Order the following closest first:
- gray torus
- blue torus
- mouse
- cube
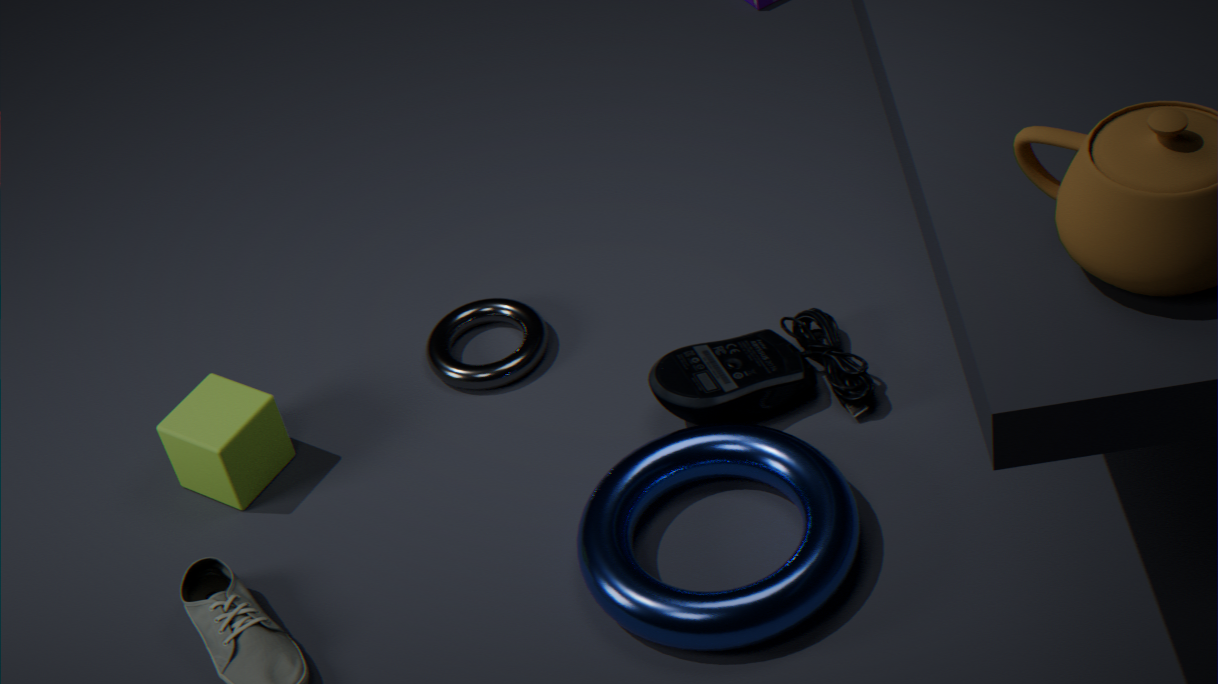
blue torus < mouse < cube < gray torus
